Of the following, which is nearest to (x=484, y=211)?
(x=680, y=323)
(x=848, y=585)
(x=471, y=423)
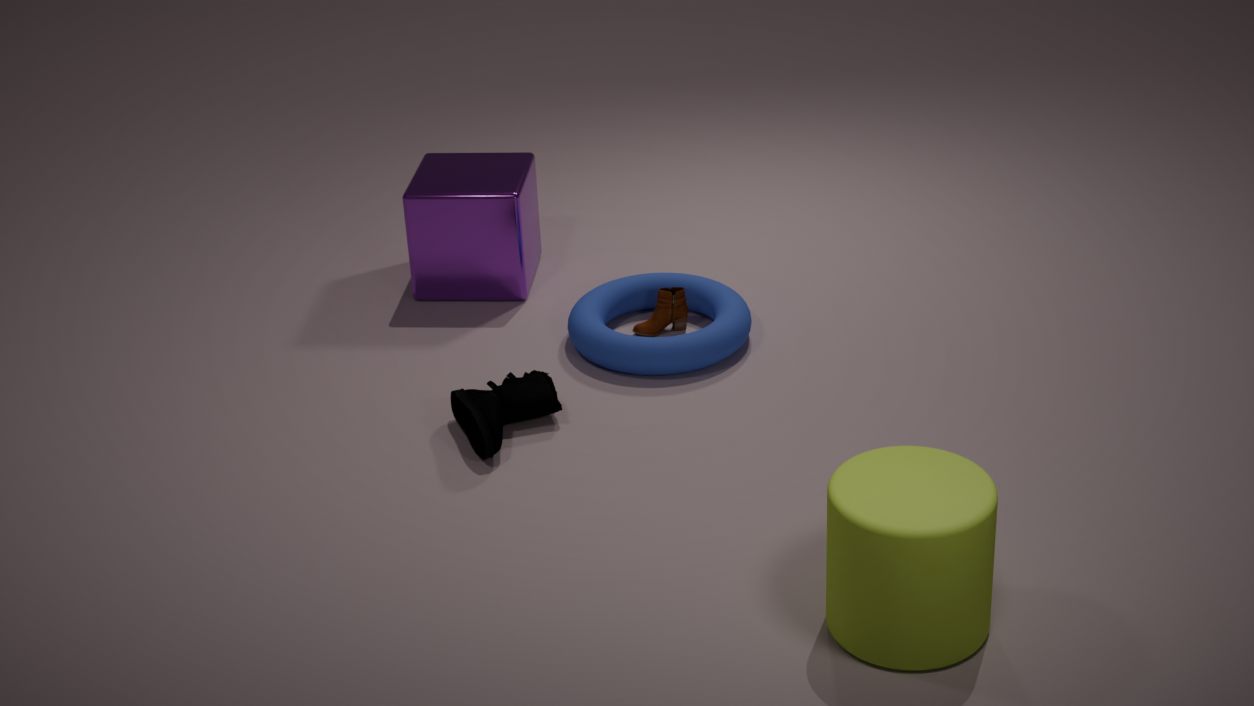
(x=680, y=323)
